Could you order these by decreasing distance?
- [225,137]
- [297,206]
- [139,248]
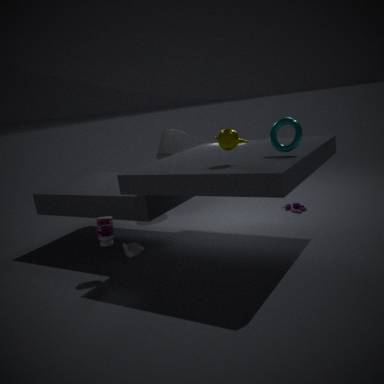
1. [297,206]
2. [139,248]
3. [225,137]
